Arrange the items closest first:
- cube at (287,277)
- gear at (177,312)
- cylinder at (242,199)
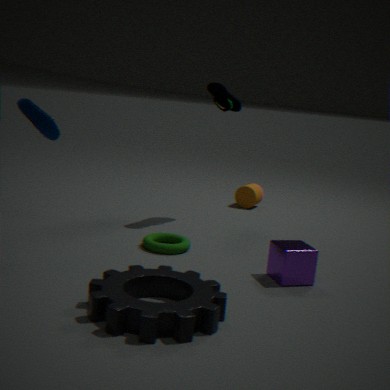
gear at (177,312)
cube at (287,277)
cylinder at (242,199)
